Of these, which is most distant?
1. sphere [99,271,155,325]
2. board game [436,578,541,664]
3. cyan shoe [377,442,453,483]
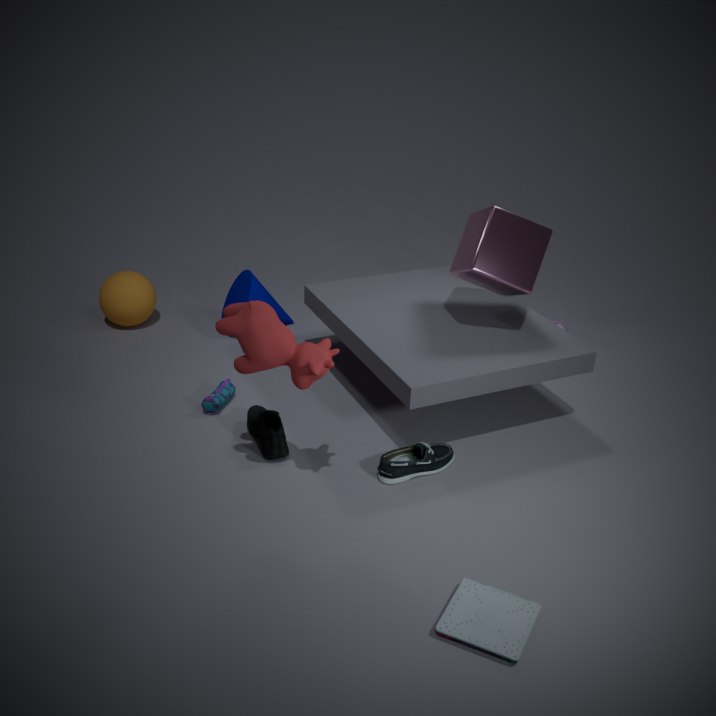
sphere [99,271,155,325]
